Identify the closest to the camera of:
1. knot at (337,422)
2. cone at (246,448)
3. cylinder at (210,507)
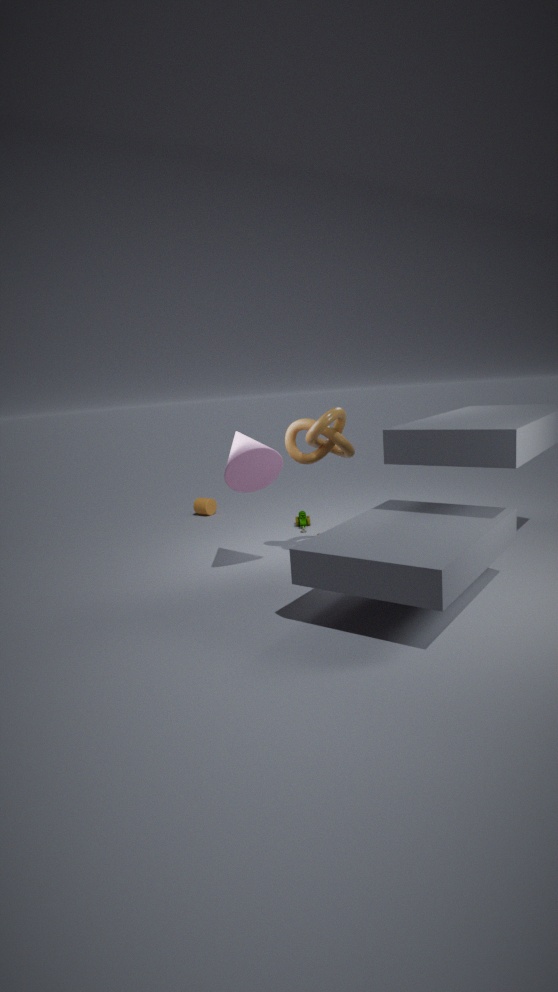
cone at (246,448)
